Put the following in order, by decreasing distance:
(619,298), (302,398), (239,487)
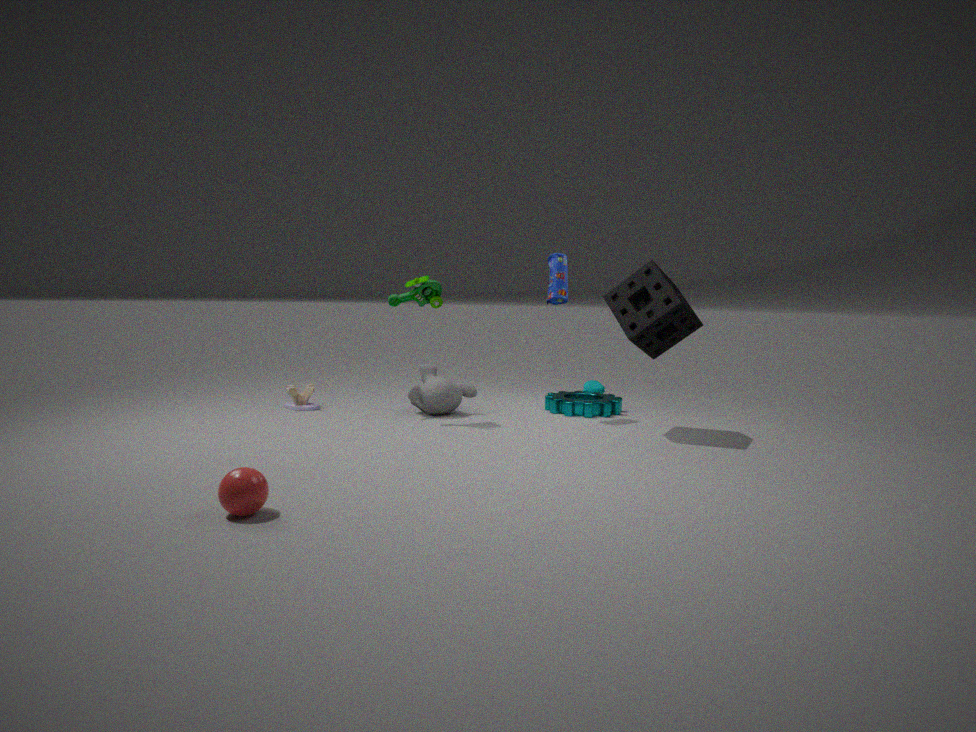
(302,398), (619,298), (239,487)
